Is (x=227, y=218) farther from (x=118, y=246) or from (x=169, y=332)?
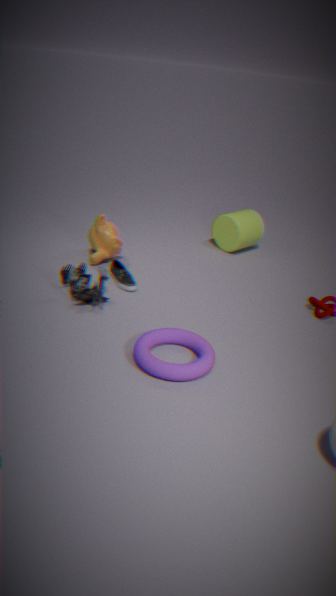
(x=169, y=332)
